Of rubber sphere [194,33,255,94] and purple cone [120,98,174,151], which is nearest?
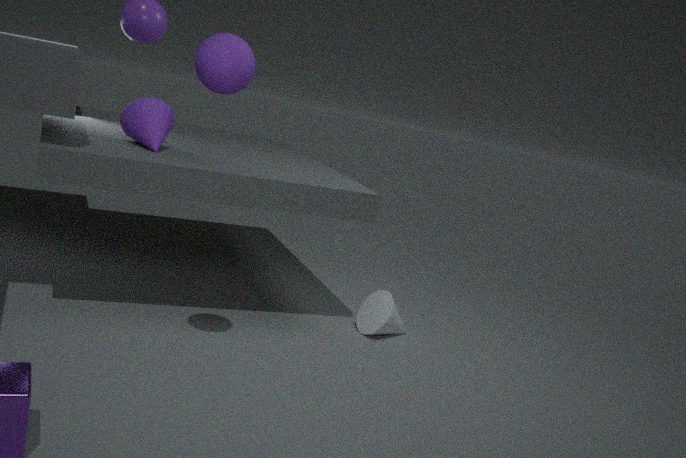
rubber sphere [194,33,255,94]
